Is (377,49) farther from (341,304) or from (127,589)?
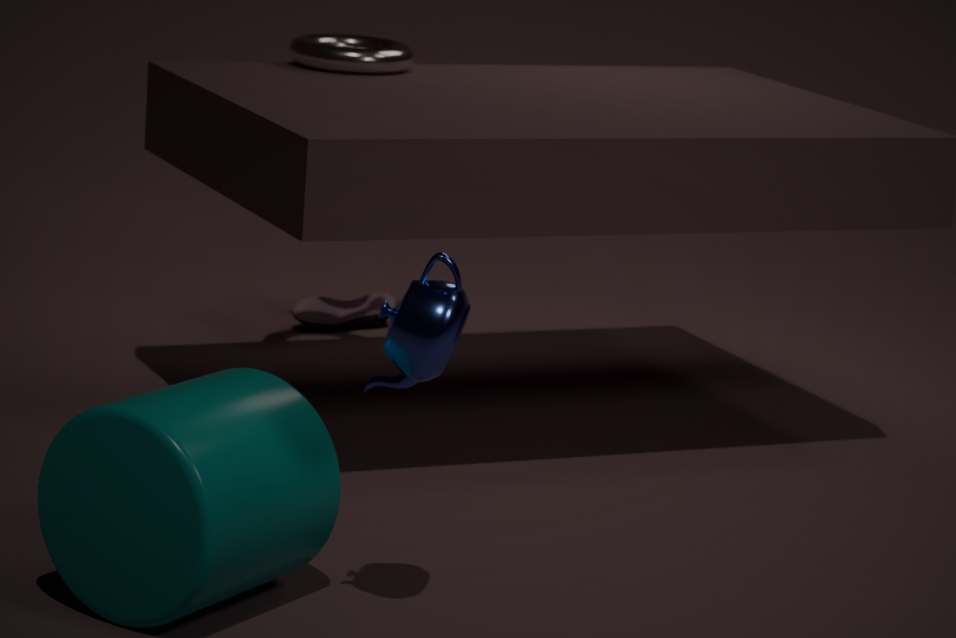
(127,589)
